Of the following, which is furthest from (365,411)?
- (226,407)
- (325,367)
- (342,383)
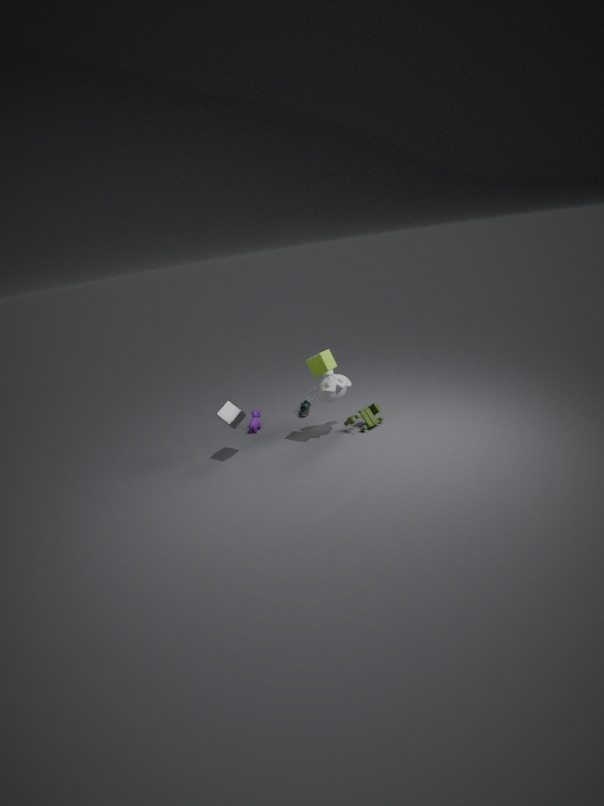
(226,407)
